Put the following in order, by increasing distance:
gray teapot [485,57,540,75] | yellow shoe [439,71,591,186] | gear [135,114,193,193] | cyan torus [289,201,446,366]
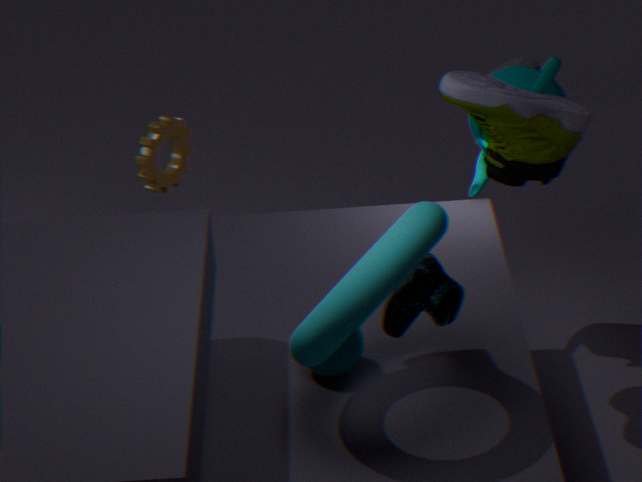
cyan torus [289,201,446,366] → yellow shoe [439,71,591,186] → gear [135,114,193,193] → gray teapot [485,57,540,75]
